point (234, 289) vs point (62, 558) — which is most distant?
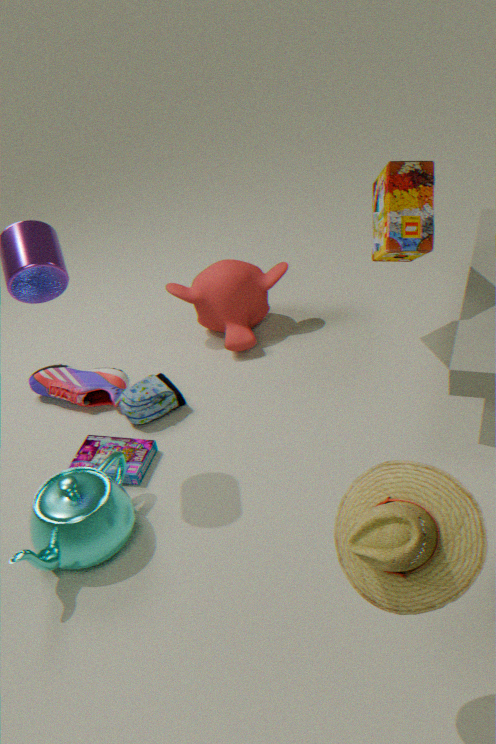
point (234, 289)
